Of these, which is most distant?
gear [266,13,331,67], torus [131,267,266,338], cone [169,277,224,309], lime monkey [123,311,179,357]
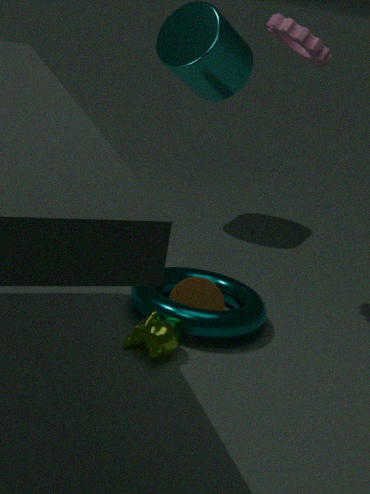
cone [169,277,224,309]
